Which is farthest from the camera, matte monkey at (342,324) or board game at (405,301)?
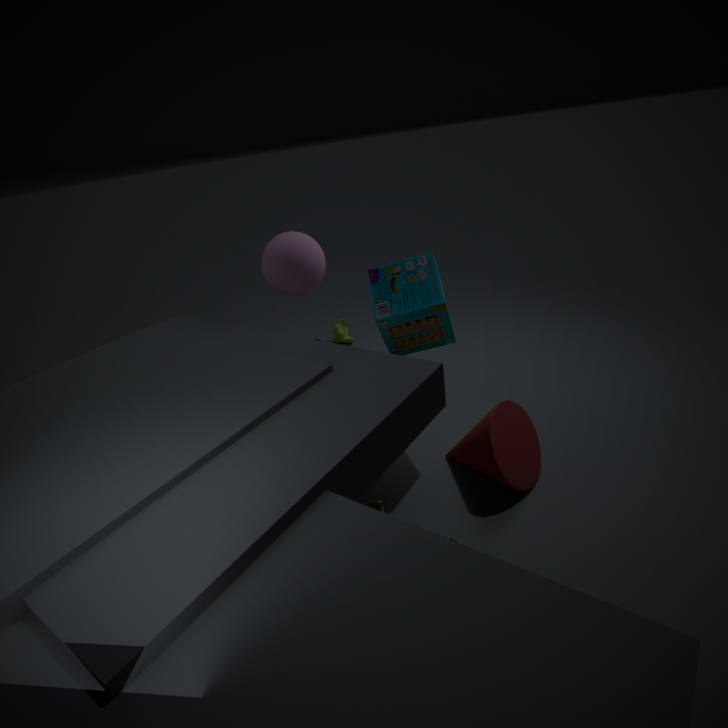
matte monkey at (342,324)
